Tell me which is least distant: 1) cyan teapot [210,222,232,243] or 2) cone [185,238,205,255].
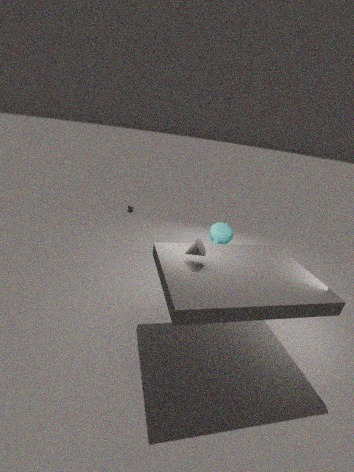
2. cone [185,238,205,255]
